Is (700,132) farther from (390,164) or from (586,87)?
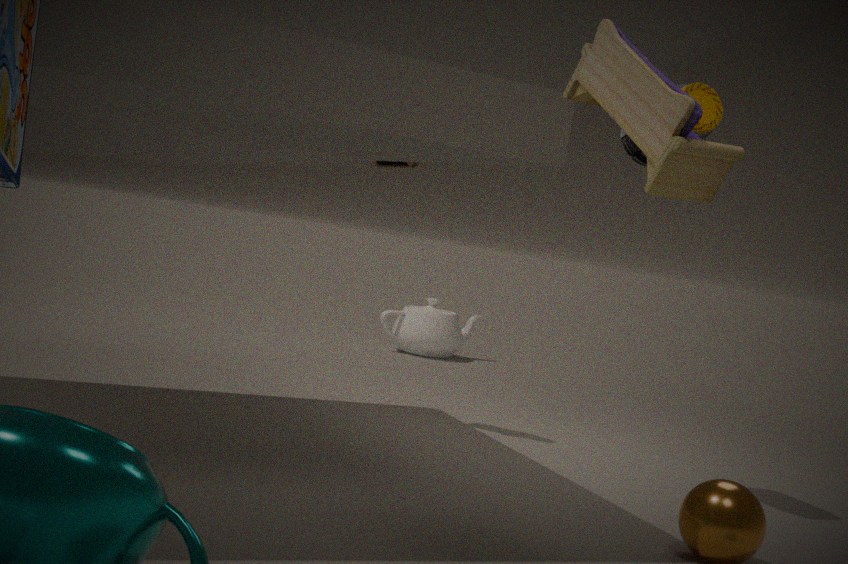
(586,87)
